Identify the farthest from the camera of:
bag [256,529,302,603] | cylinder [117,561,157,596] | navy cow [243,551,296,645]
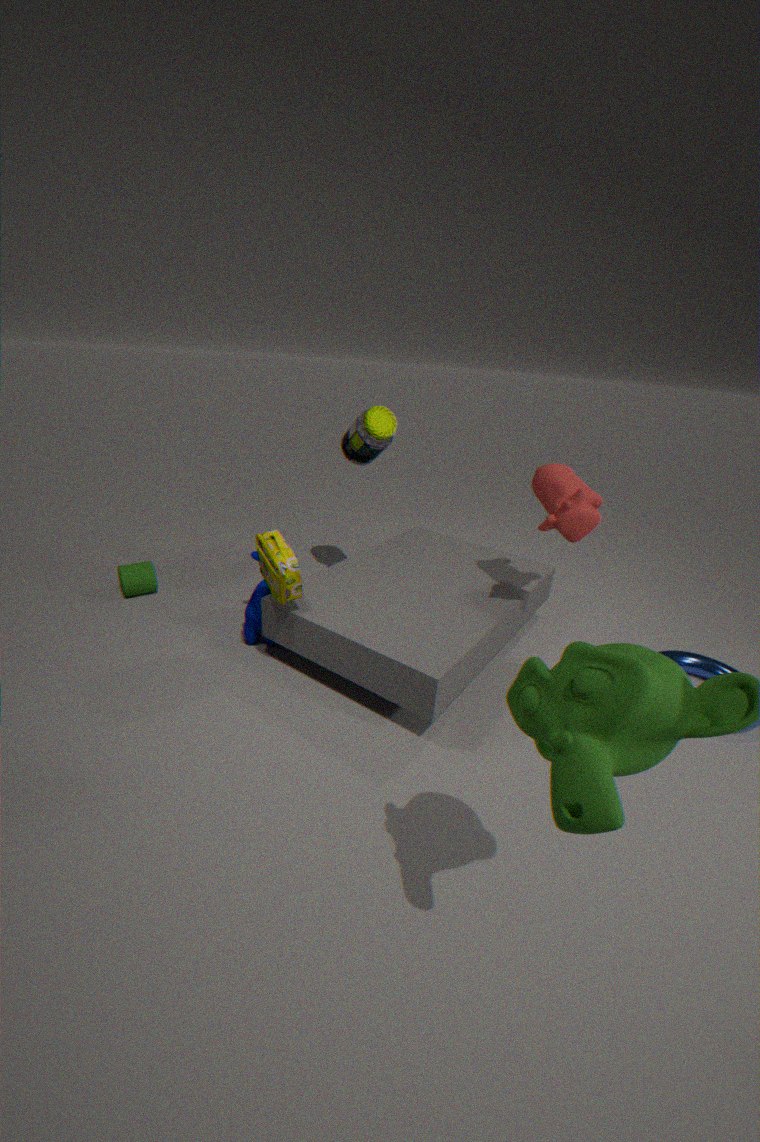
cylinder [117,561,157,596]
